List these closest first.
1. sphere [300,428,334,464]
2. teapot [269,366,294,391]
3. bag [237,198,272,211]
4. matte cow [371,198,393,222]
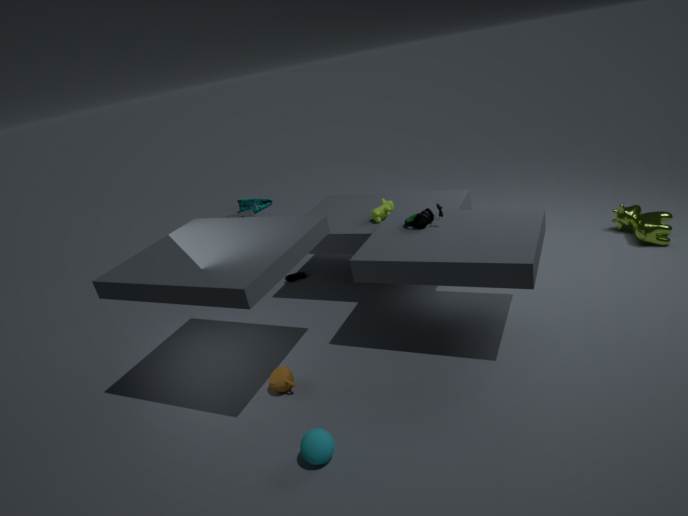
1. sphere [300,428,334,464]
2. teapot [269,366,294,391]
3. matte cow [371,198,393,222]
4. bag [237,198,272,211]
